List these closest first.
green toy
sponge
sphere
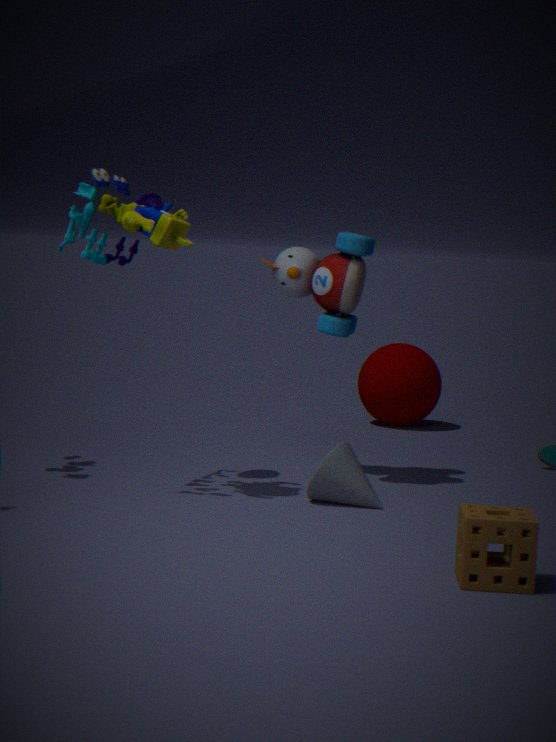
sponge, green toy, sphere
